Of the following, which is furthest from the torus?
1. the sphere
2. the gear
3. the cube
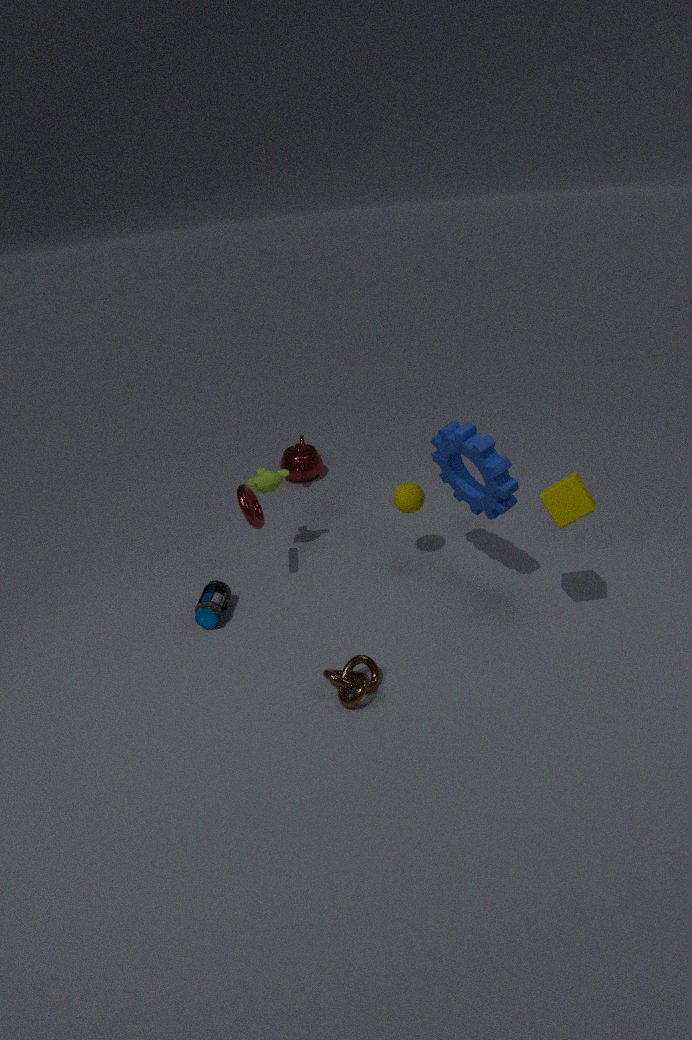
the cube
